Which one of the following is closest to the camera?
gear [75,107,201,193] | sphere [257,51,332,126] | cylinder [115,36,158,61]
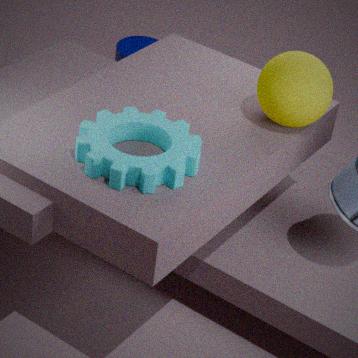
gear [75,107,201,193]
